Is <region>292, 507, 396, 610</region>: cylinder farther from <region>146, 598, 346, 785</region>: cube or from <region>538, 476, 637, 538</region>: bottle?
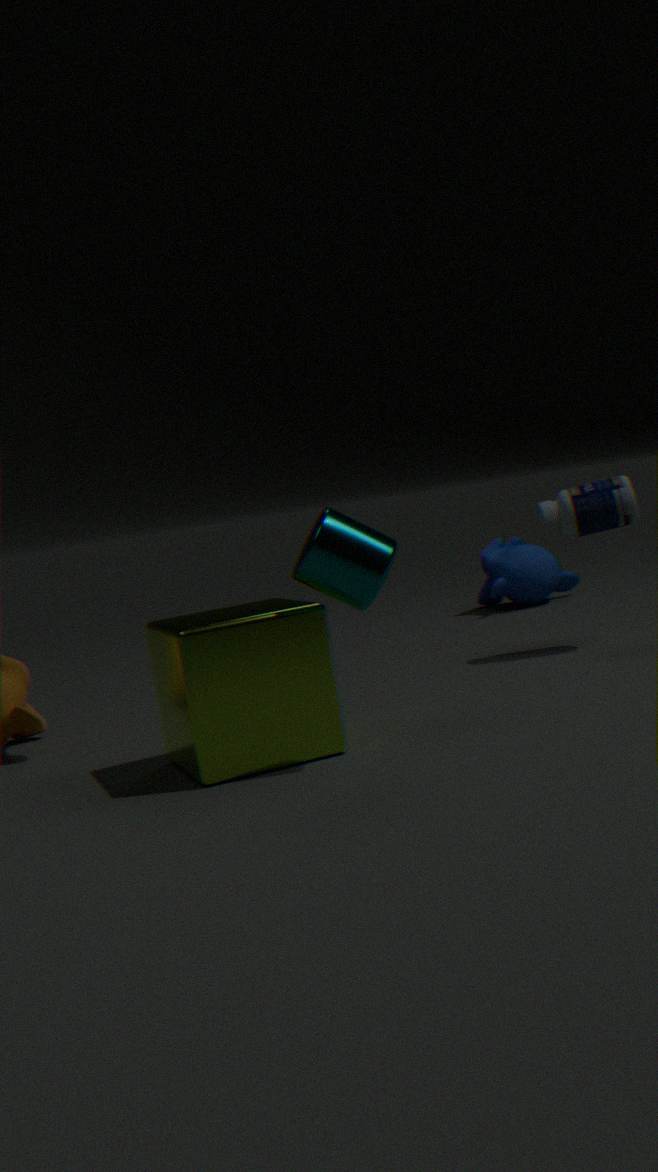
<region>538, 476, 637, 538</region>: bottle
